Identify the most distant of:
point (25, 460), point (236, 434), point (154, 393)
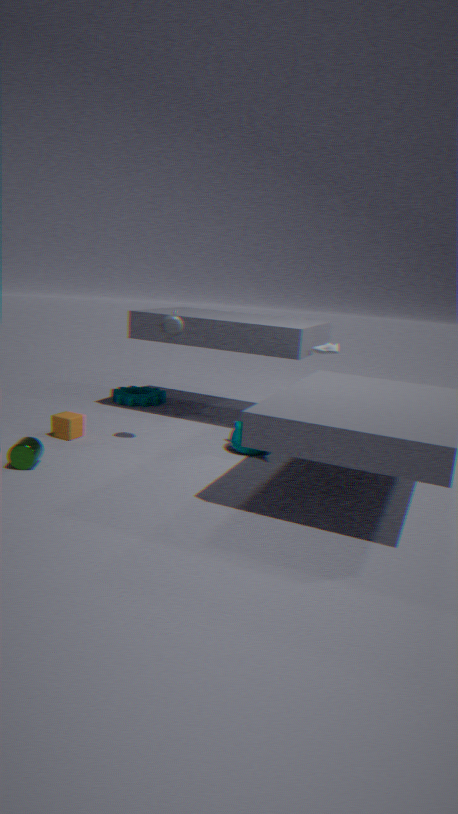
point (154, 393)
